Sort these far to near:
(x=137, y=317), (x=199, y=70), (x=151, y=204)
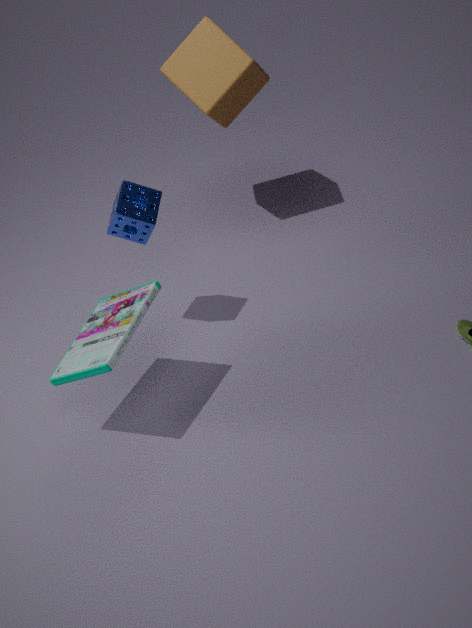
1. (x=199, y=70)
2. (x=151, y=204)
3. (x=137, y=317)
